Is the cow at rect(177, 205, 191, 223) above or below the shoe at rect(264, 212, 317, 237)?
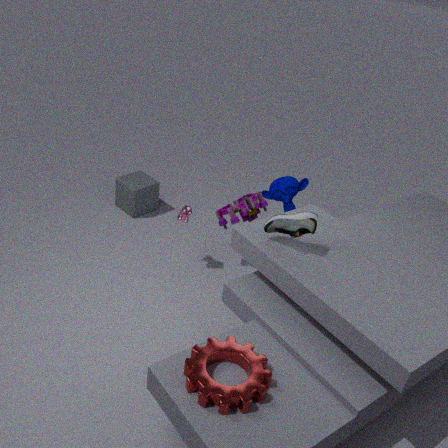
below
